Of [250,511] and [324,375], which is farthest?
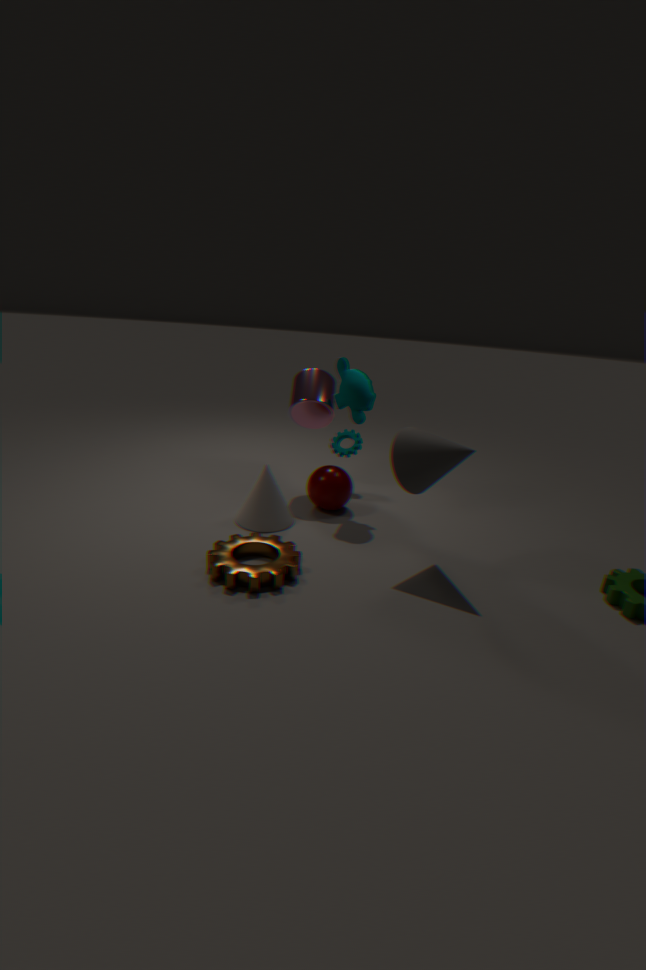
[324,375]
